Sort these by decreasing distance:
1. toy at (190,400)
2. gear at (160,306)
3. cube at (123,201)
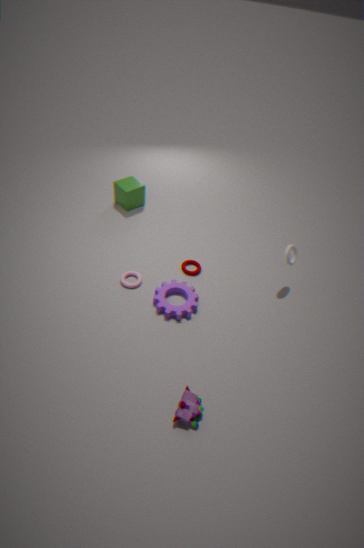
cube at (123,201)
gear at (160,306)
toy at (190,400)
